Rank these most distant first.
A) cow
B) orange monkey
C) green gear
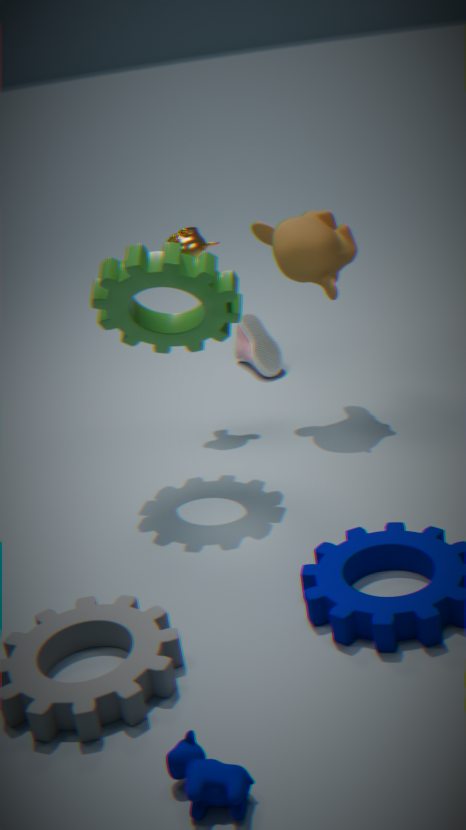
orange monkey
green gear
cow
